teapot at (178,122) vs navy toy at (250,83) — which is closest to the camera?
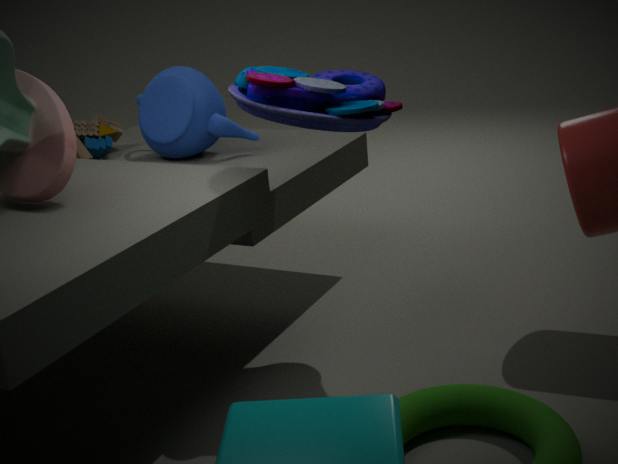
navy toy at (250,83)
